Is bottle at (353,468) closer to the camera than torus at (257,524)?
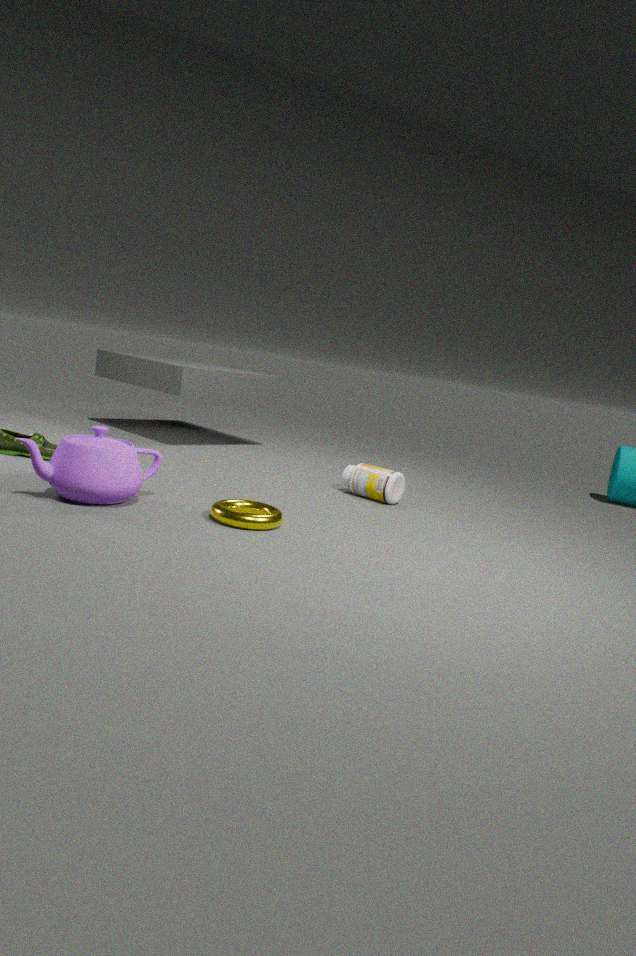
No
